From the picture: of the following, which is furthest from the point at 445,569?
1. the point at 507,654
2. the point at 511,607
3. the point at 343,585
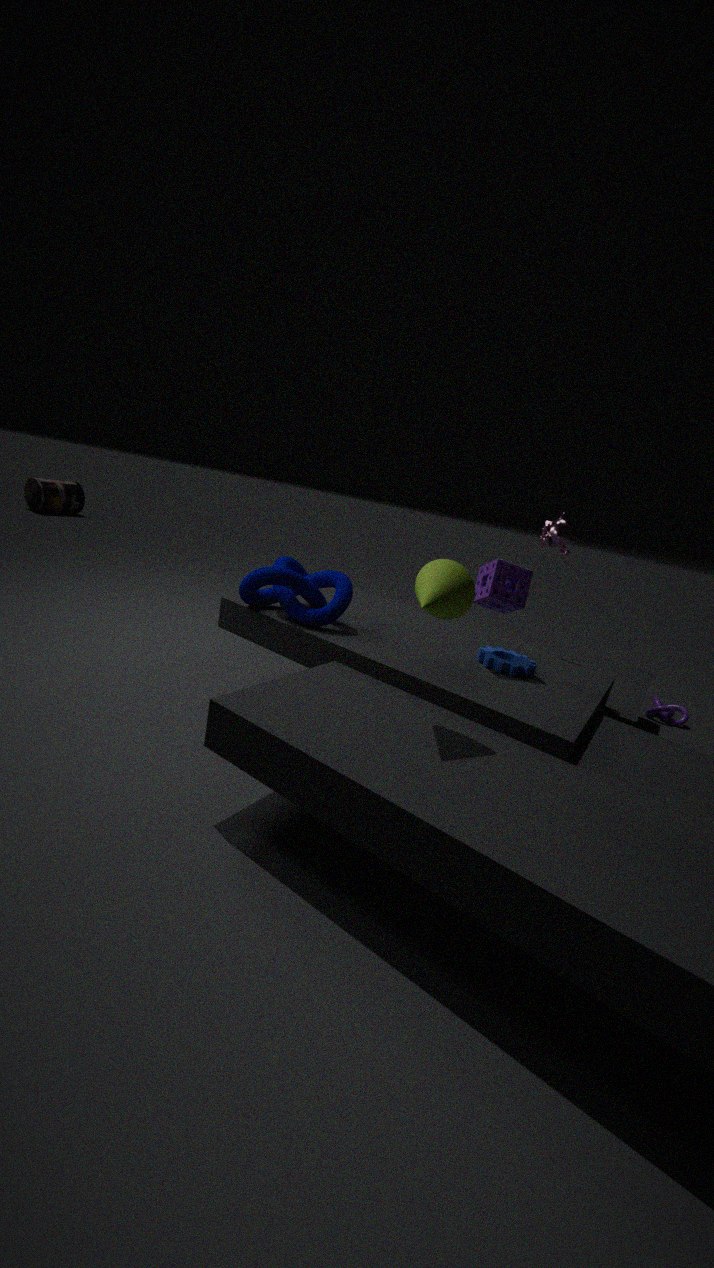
the point at 343,585
